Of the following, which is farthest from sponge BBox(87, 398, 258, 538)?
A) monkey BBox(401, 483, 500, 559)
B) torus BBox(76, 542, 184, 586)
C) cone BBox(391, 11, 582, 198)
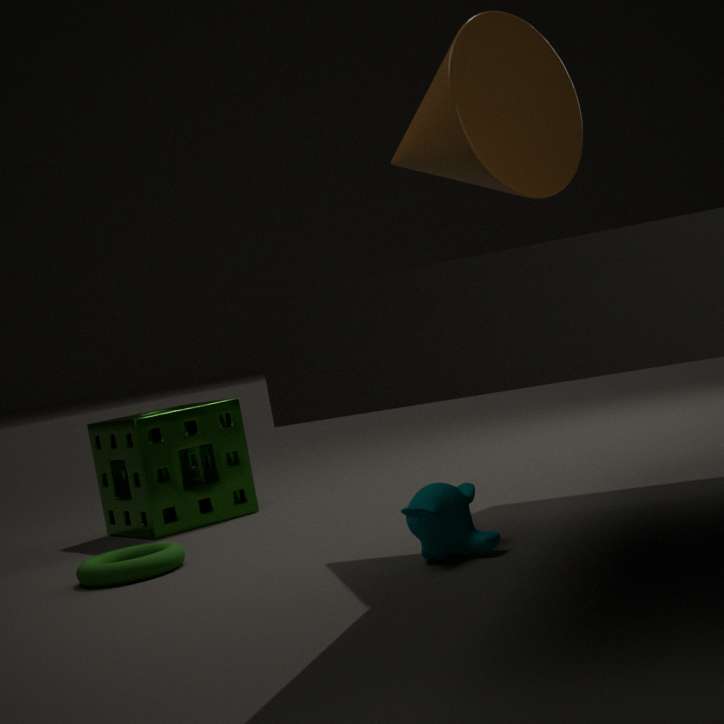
monkey BBox(401, 483, 500, 559)
